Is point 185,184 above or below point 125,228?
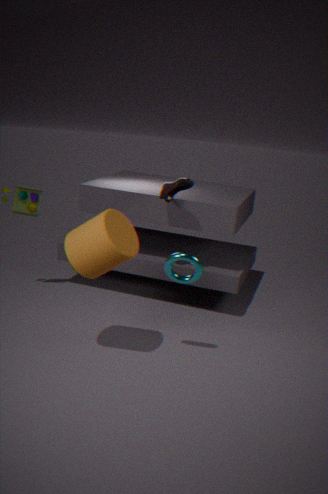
above
